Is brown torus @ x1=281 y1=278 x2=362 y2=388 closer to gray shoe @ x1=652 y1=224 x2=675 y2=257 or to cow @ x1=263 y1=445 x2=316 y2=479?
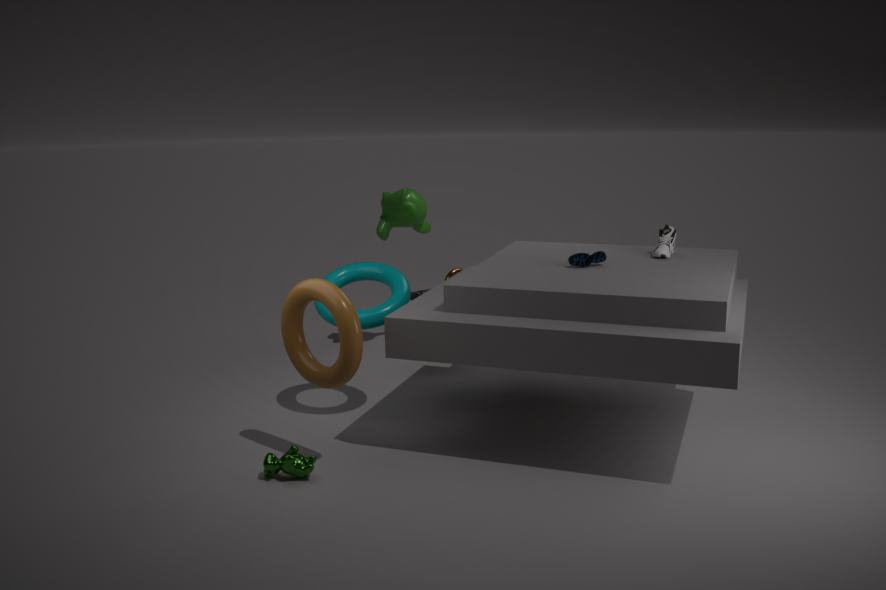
cow @ x1=263 y1=445 x2=316 y2=479
